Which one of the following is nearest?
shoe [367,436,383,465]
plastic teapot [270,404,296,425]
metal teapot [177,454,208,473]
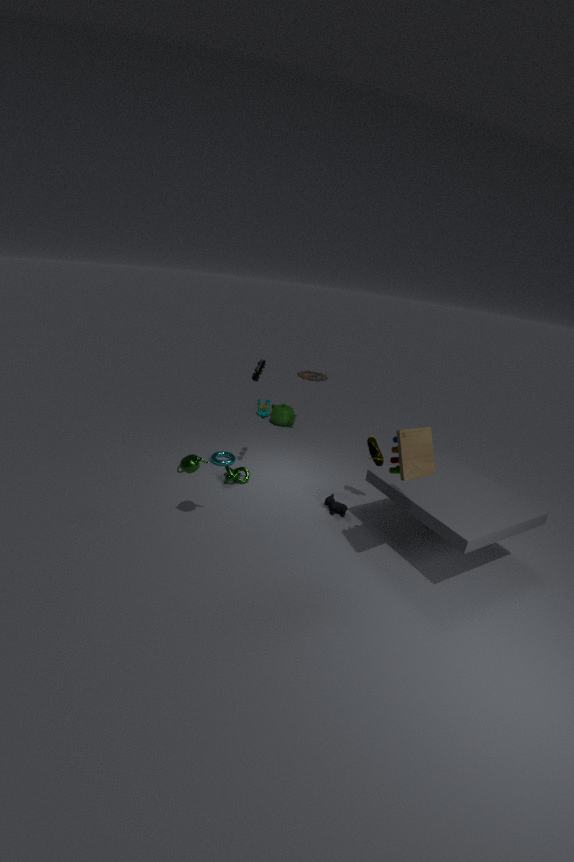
metal teapot [177,454,208,473]
